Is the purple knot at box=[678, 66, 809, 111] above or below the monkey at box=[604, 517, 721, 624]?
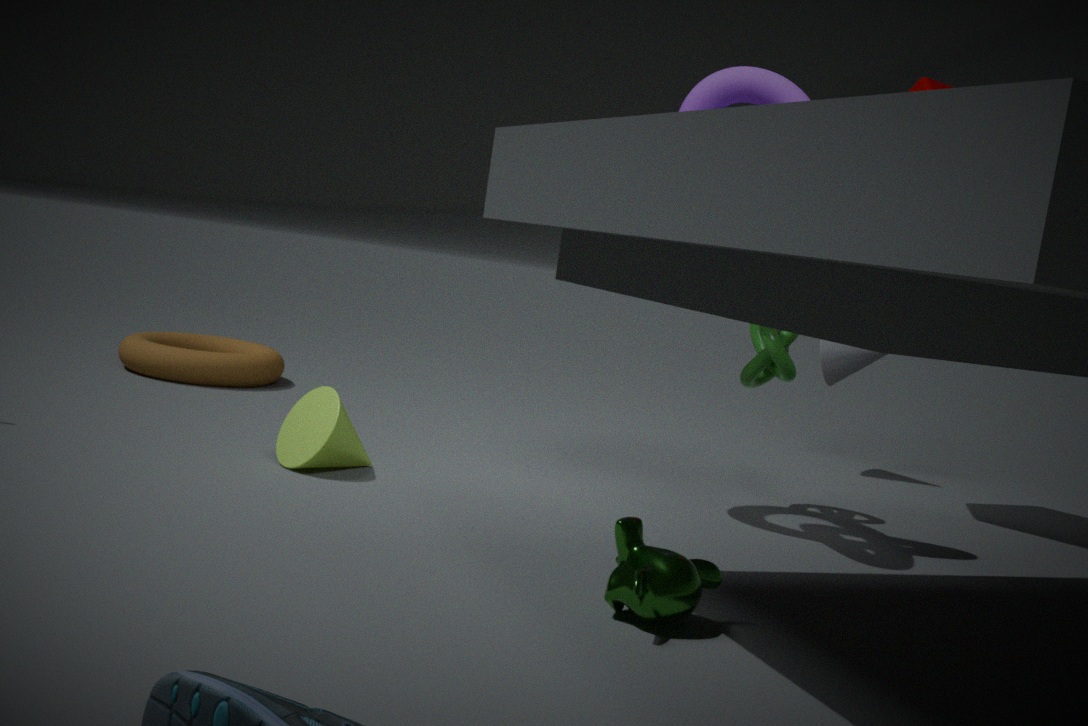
above
